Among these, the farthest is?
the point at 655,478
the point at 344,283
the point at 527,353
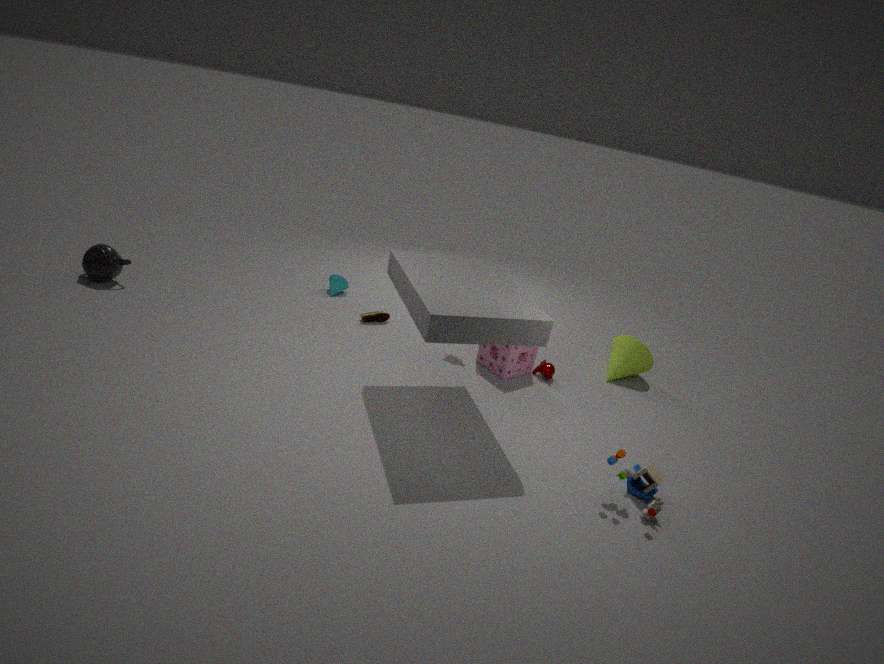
the point at 344,283
